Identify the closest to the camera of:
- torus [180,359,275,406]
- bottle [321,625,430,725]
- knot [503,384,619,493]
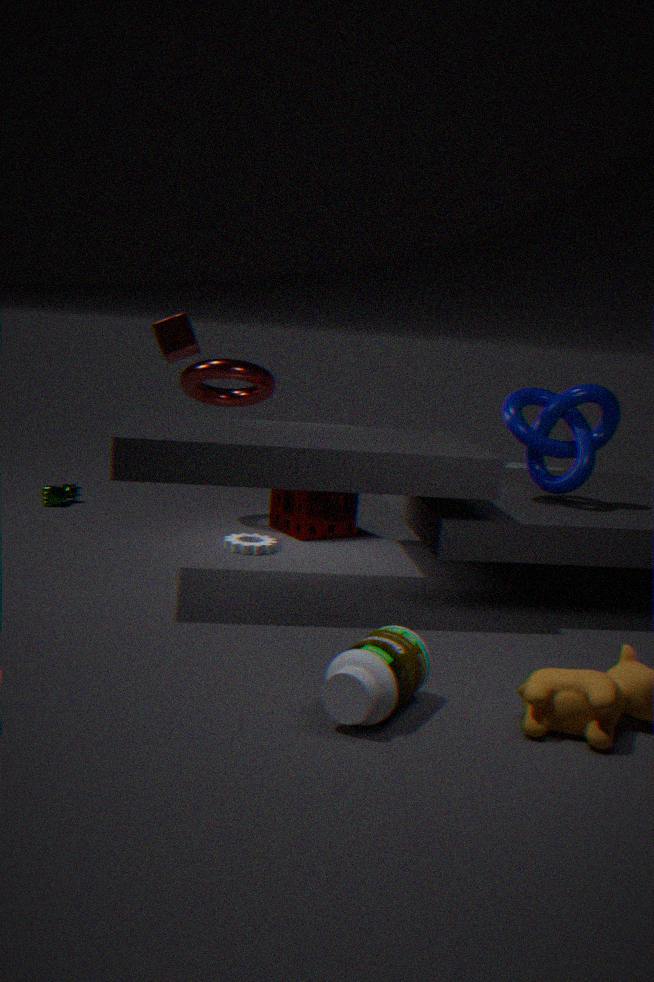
bottle [321,625,430,725]
